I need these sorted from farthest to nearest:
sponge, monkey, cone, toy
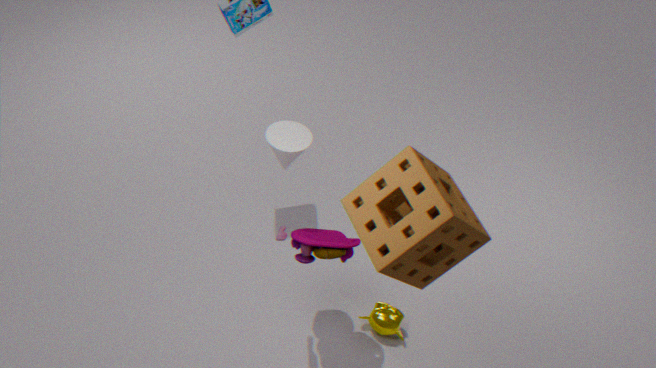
monkey
cone
toy
sponge
